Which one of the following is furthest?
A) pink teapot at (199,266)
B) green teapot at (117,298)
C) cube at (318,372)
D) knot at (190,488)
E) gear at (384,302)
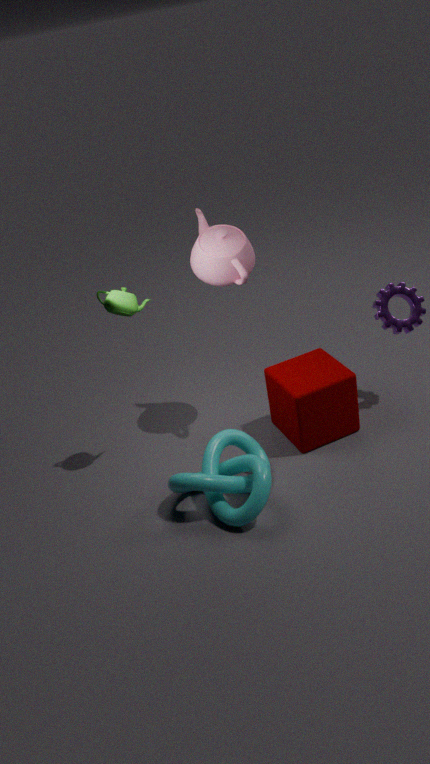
gear at (384,302)
